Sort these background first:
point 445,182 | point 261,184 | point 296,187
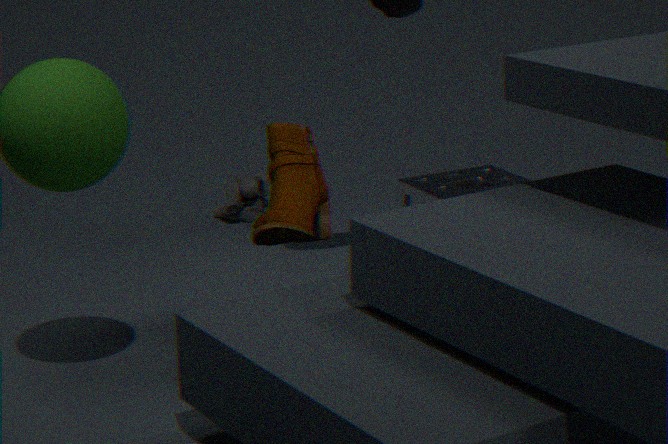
point 261,184 < point 445,182 < point 296,187
